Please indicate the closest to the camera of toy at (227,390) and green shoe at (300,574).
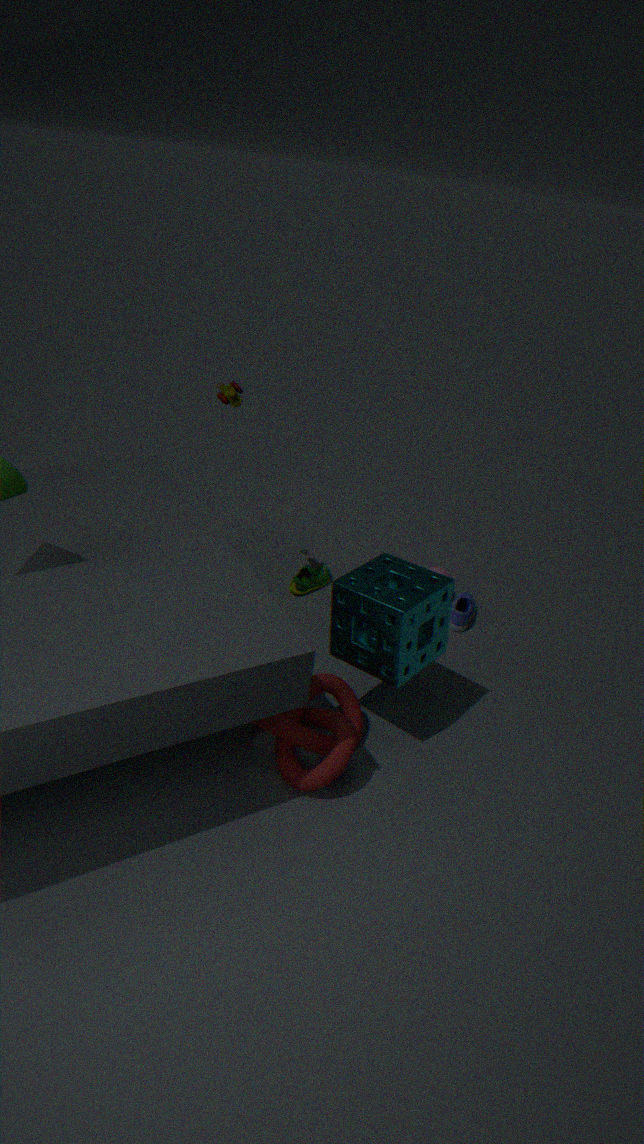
toy at (227,390)
